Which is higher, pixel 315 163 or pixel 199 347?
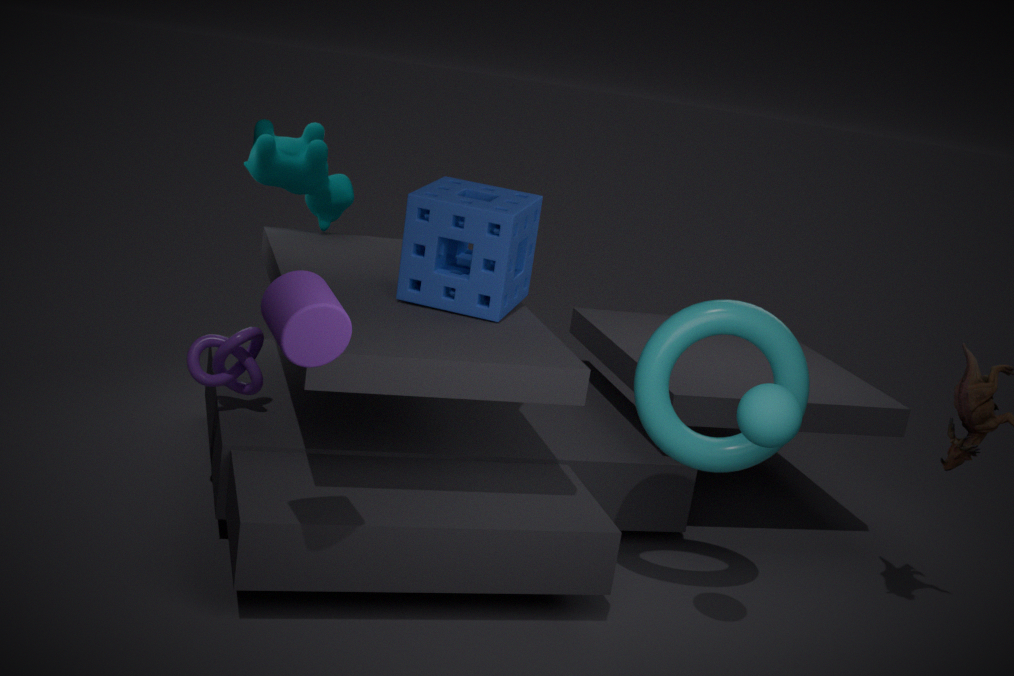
pixel 315 163
